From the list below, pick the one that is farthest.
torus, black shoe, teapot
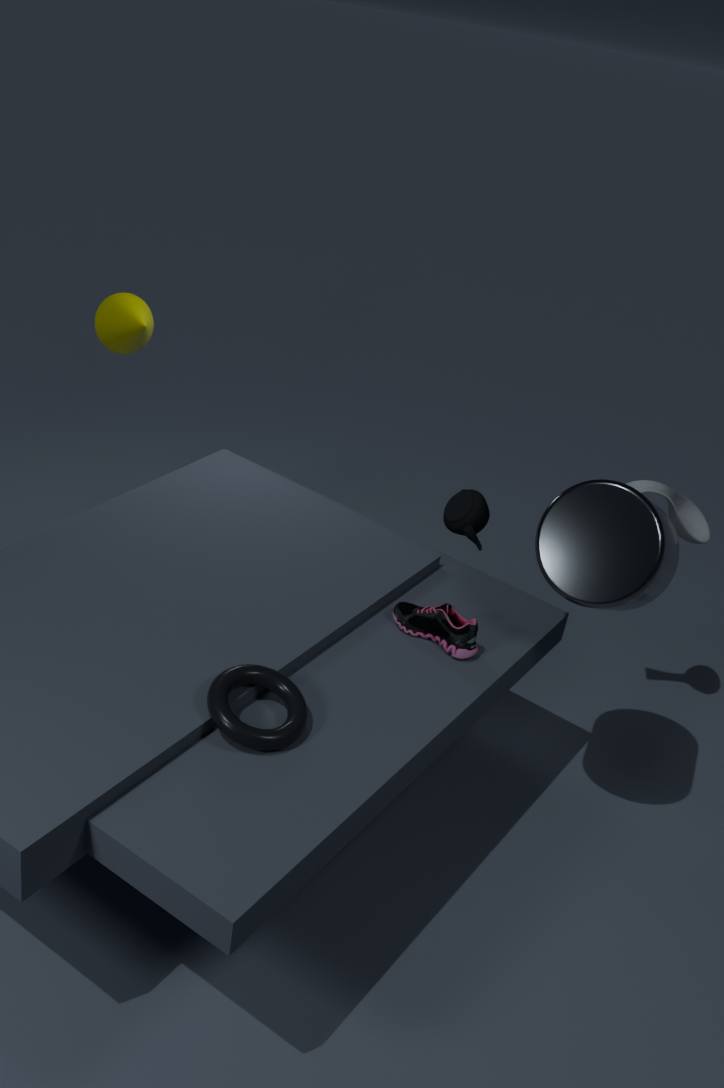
teapot
